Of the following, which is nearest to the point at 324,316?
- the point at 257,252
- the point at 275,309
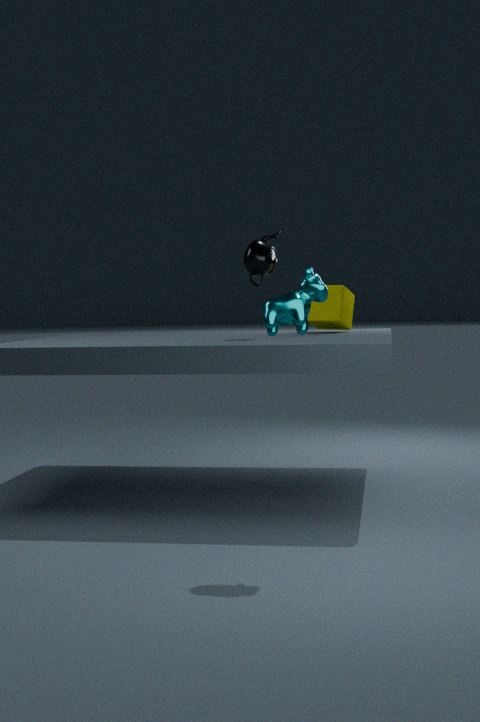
the point at 257,252
